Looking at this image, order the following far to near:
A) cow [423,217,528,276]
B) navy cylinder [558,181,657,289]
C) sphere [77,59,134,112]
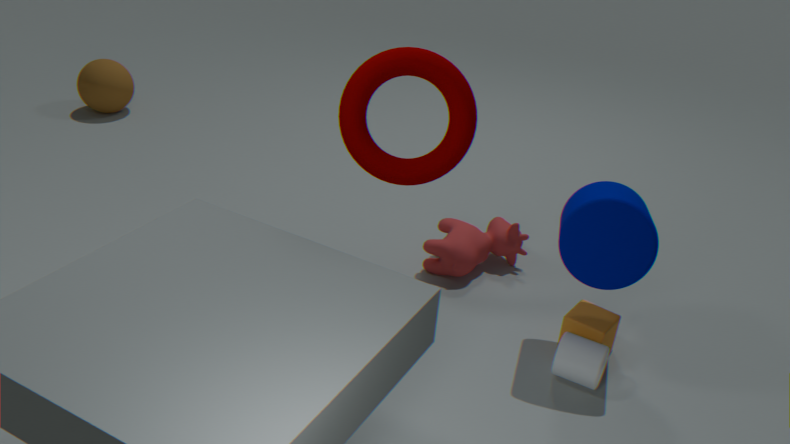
C. sphere [77,59,134,112], A. cow [423,217,528,276], B. navy cylinder [558,181,657,289]
